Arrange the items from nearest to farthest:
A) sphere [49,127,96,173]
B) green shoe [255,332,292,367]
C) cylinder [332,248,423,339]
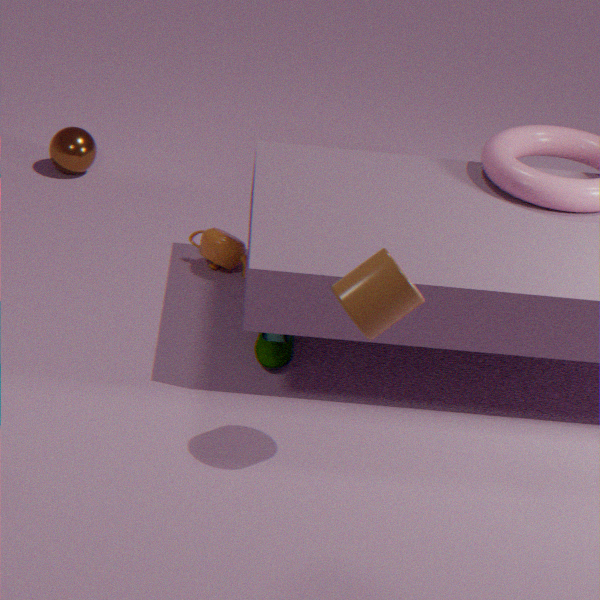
cylinder [332,248,423,339] → green shoe [255,332,292,367] → sphere [49,127,96,173]
